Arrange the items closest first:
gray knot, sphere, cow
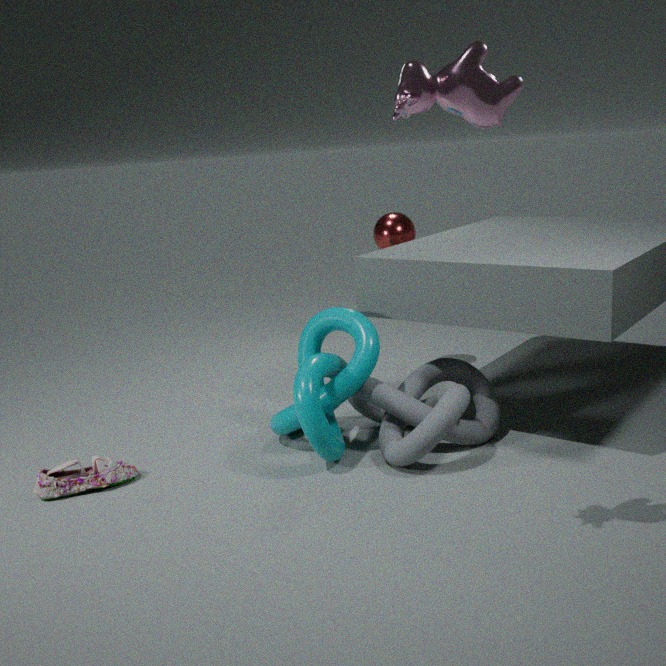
1. cow
2. gray knot
3. sphere
